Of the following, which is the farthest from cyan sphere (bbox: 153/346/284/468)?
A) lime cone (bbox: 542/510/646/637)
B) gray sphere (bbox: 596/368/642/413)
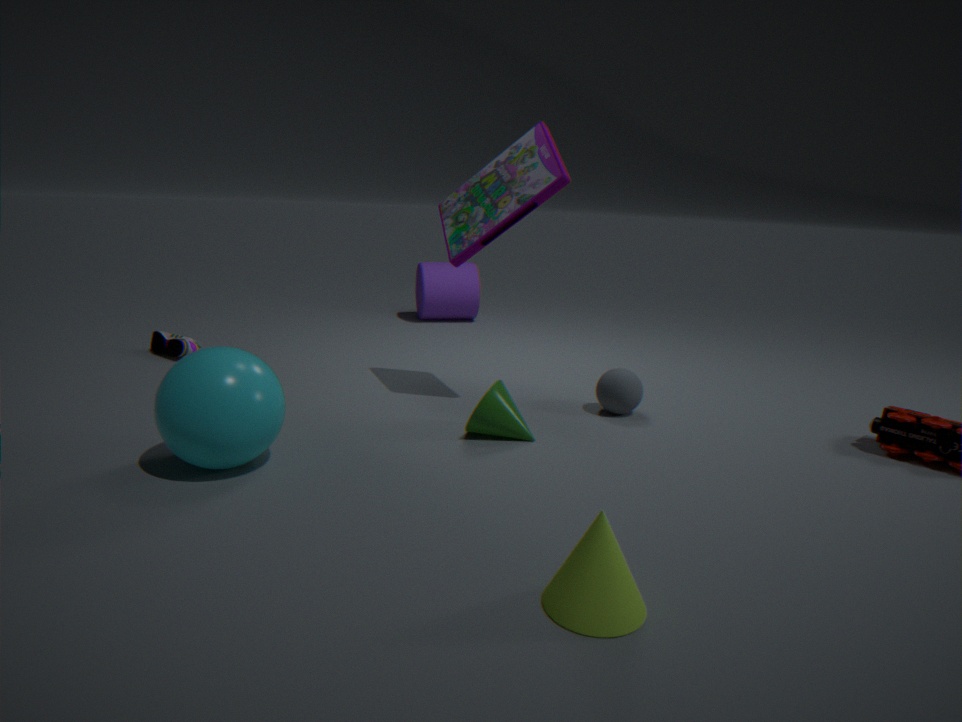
gray sphere (bbox: 596/368/642/413)
